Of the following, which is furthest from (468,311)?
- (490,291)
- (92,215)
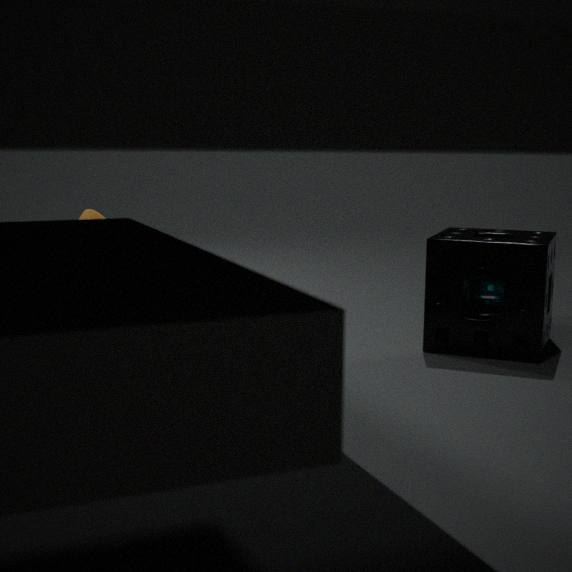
(92,215)
